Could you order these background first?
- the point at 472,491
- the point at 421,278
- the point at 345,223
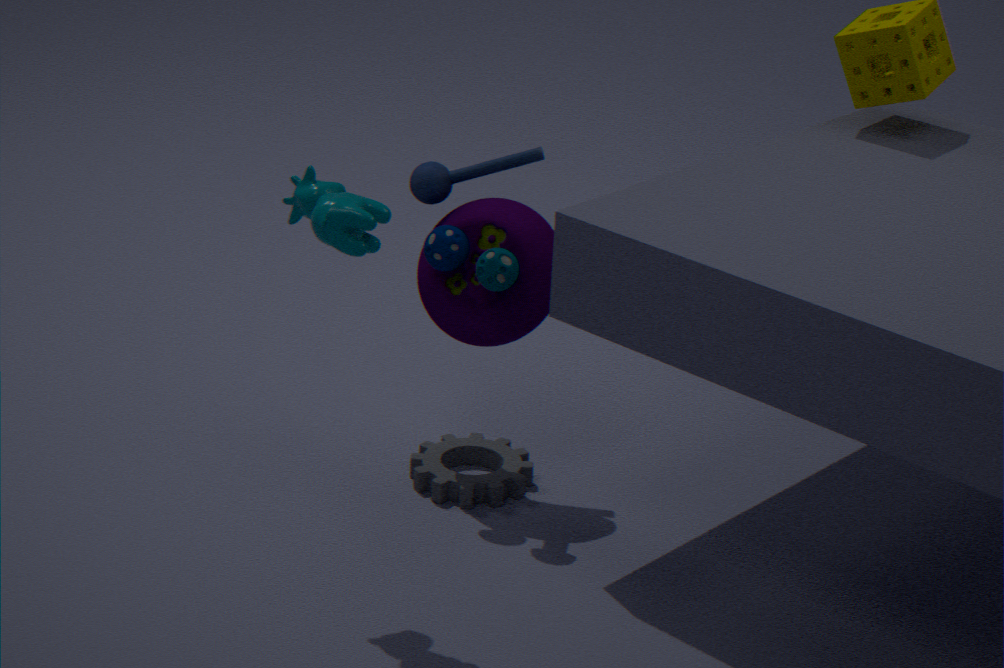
the point at 421,278 < the point at 472,491 < the point at 345,223
